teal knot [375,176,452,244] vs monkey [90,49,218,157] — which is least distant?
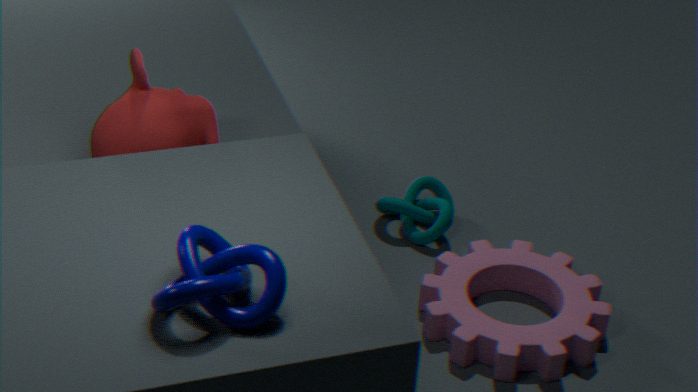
monkey [90,49,218,157]
